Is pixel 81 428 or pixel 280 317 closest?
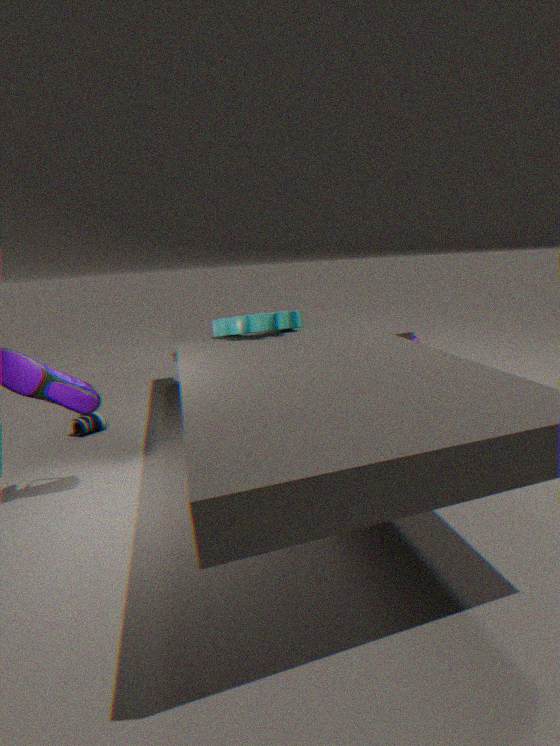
pixel 280 317
